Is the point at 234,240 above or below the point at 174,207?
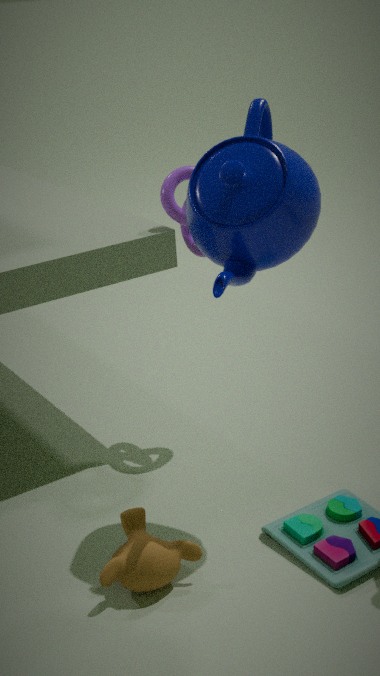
above
